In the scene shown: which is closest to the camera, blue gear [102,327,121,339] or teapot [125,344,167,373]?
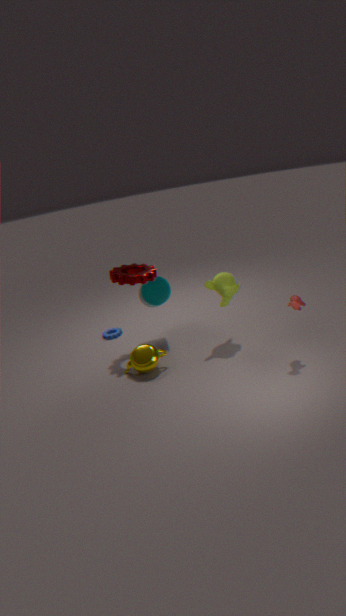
teapot [125,344,167,373]
